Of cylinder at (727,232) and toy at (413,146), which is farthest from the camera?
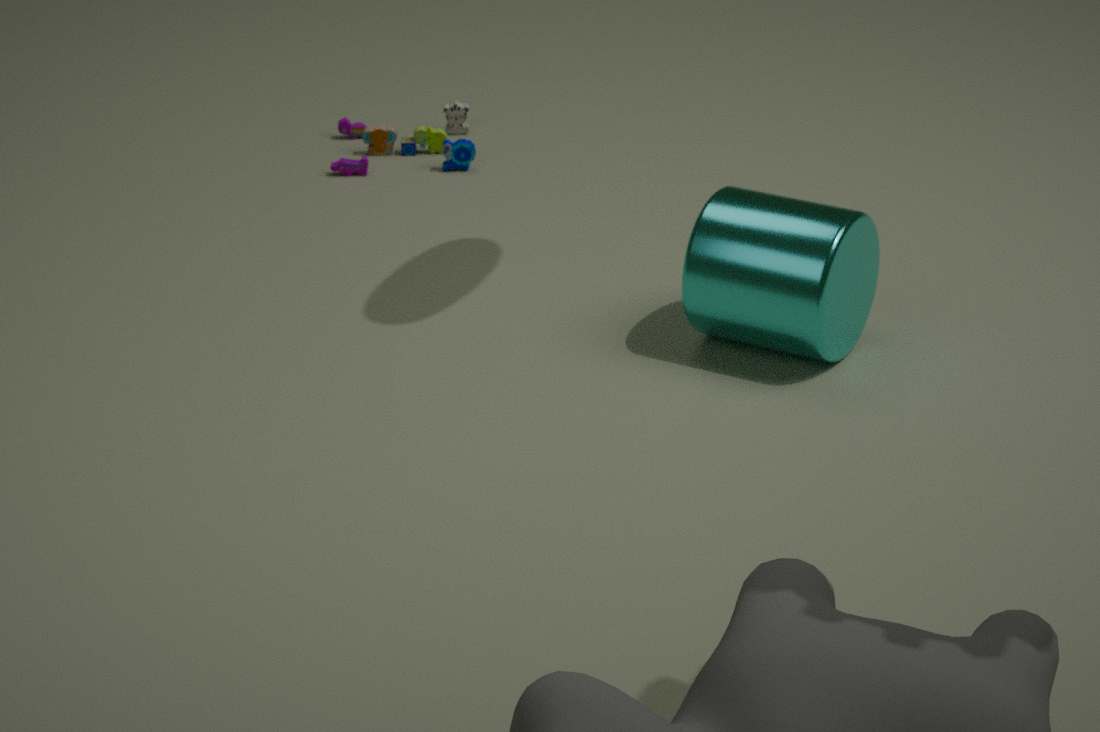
toy at (413,146)
